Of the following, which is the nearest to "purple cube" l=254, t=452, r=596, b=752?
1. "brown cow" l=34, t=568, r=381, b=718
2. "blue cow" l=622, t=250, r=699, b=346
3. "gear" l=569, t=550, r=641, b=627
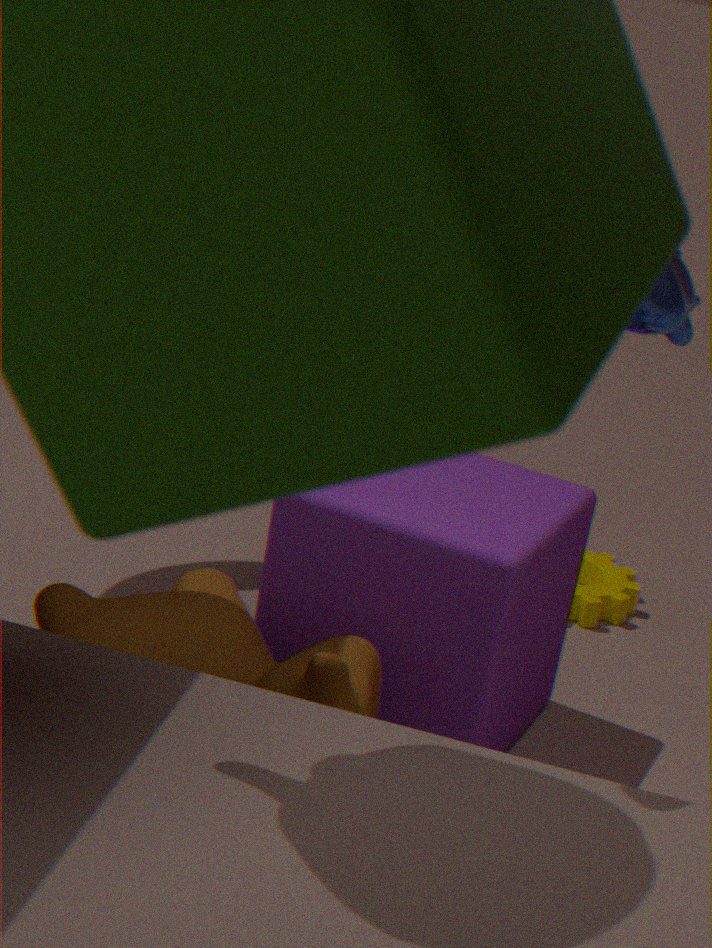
"brown cow" l=34, t=568, r=381, b=718
